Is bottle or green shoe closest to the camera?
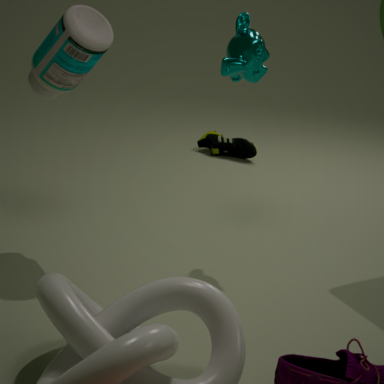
bottle
